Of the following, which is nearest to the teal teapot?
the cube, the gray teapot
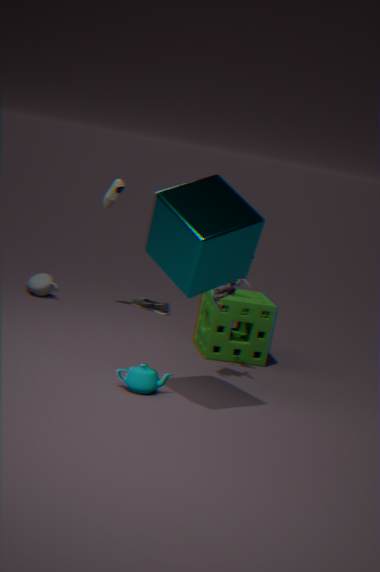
the cube
